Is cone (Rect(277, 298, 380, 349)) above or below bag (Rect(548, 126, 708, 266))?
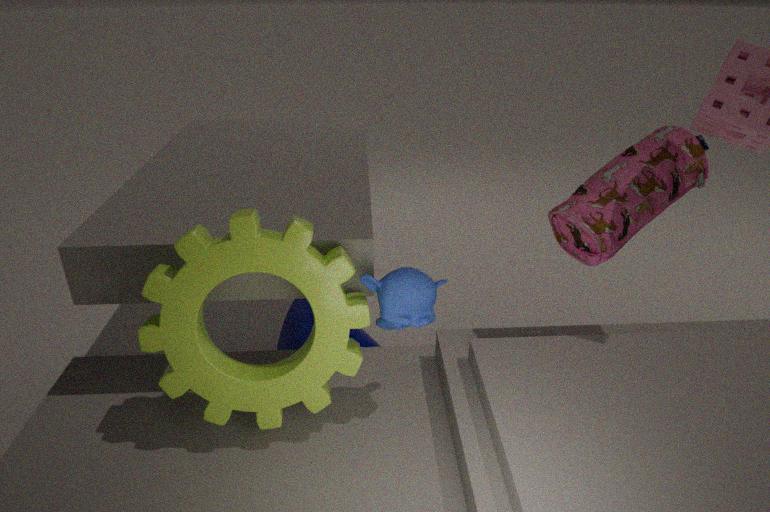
below
